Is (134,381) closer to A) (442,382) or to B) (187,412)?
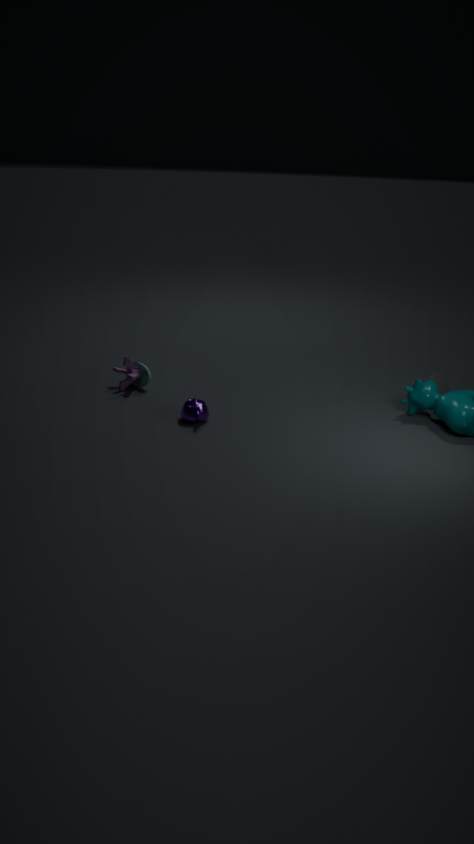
B) (187,412)
